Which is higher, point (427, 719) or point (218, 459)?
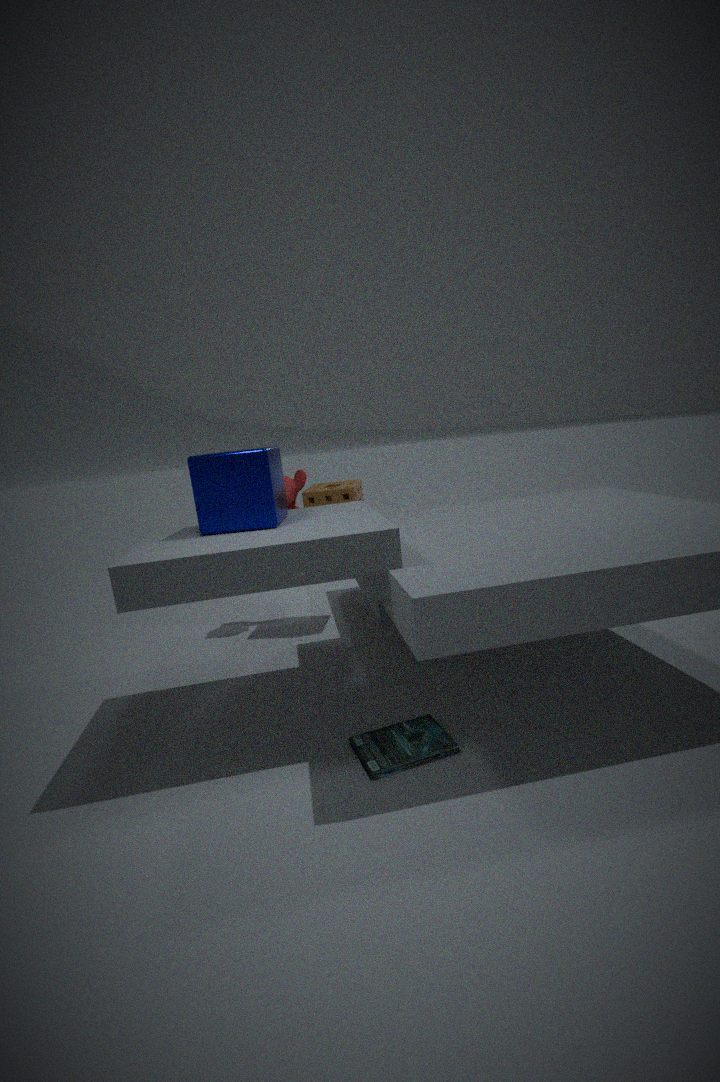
point (218, 459)
